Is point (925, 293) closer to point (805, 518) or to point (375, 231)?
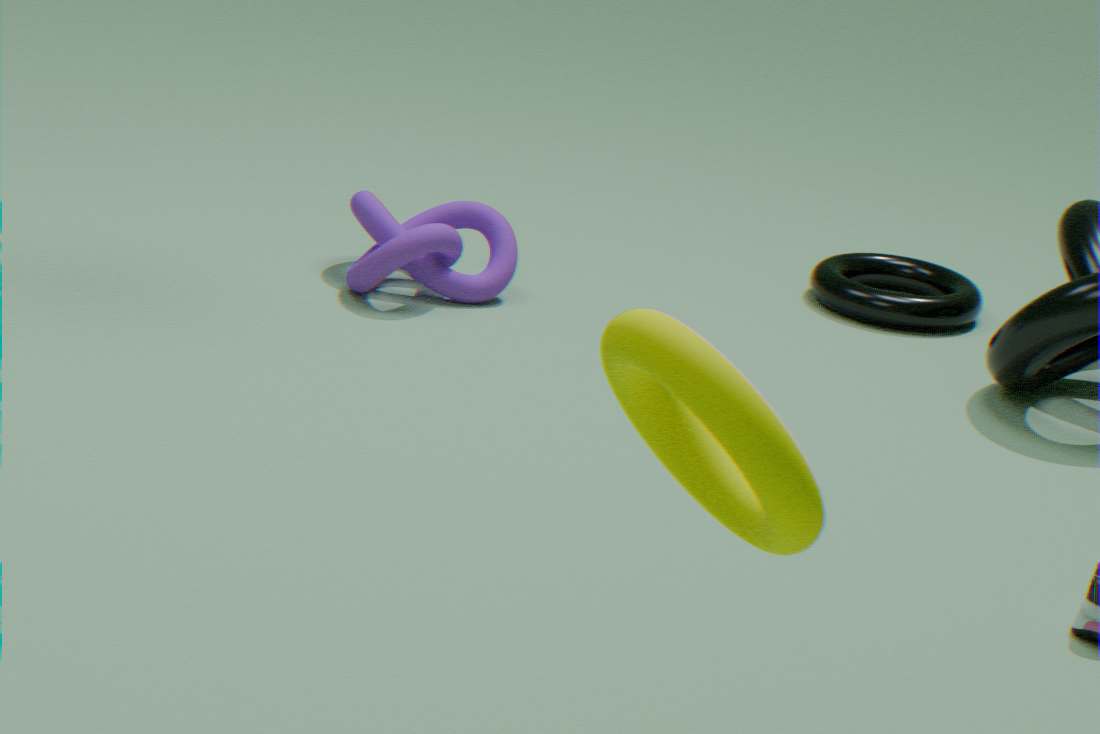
point (375, 231)
